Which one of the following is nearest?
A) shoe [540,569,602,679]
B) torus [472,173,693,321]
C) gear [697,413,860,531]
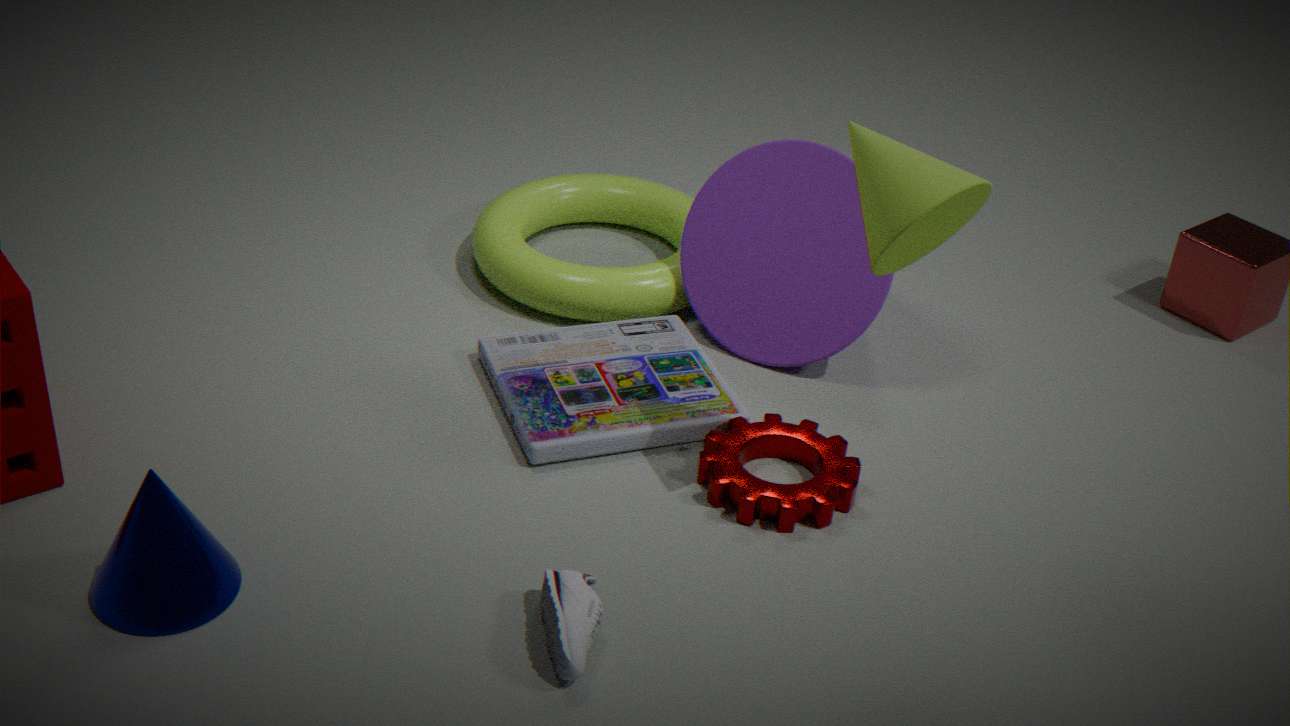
shoe [540,569,602,679]
